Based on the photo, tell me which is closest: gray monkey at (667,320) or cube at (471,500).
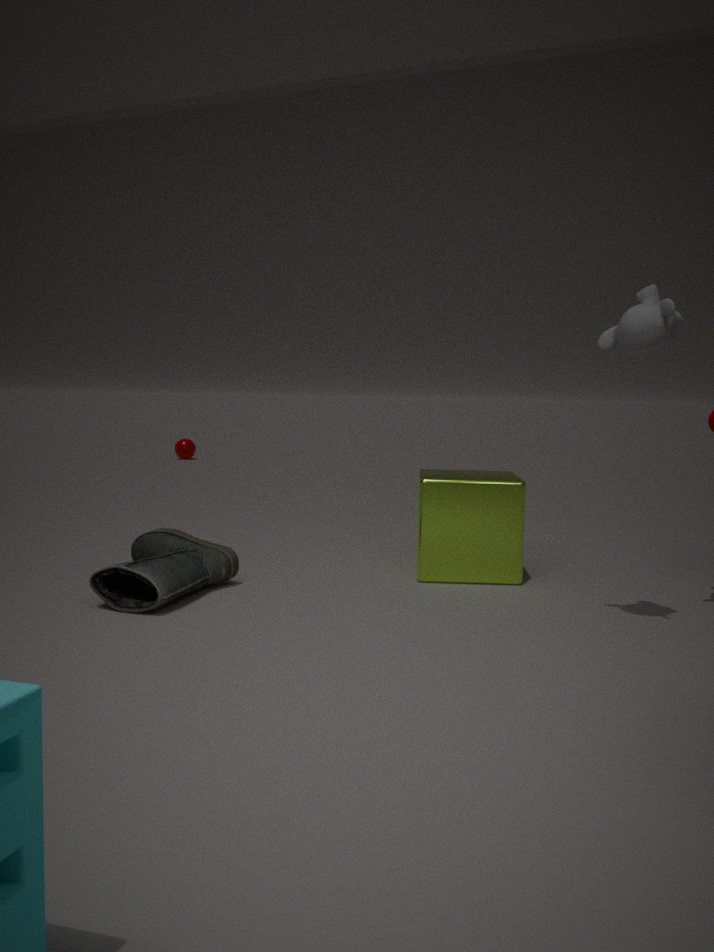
gray monkey at (667,320)
